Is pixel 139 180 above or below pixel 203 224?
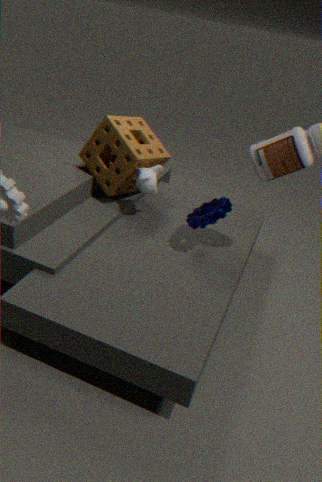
above
